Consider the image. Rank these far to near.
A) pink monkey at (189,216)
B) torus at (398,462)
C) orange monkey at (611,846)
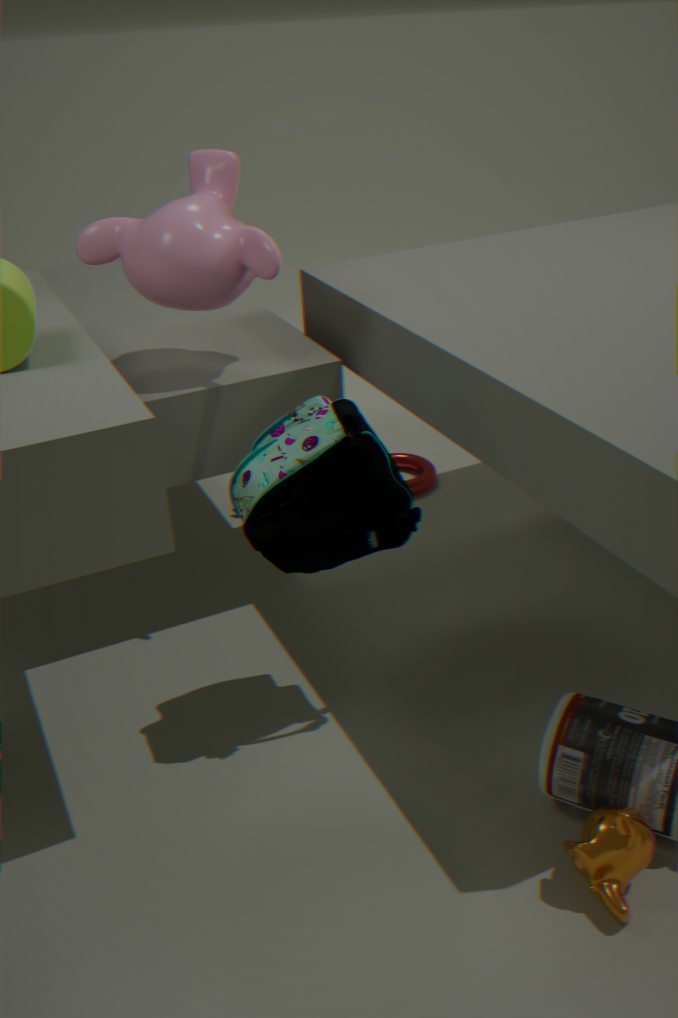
torus at (398,462)
pink monkey at (189,216)
orange monkey at (611,846)
